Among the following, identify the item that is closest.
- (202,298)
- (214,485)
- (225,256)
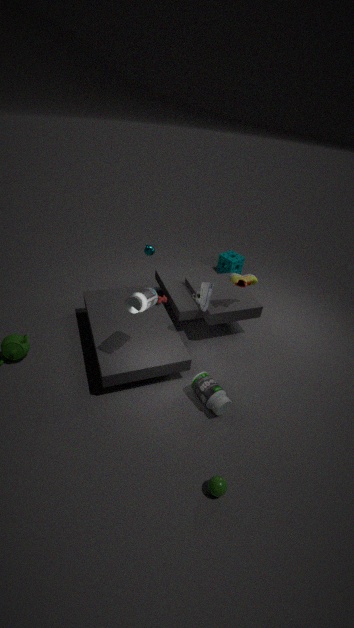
(214,485)
